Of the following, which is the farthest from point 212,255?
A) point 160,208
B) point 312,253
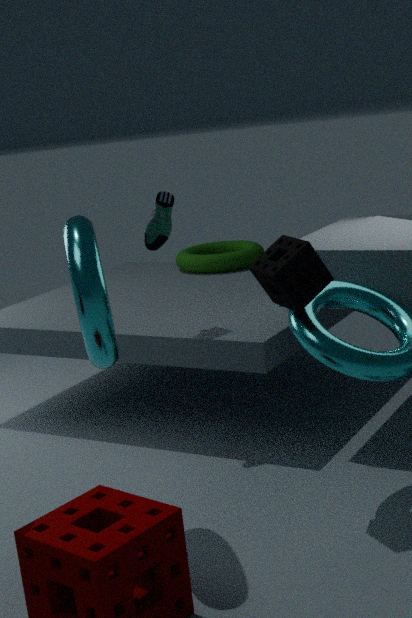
point 312,253
